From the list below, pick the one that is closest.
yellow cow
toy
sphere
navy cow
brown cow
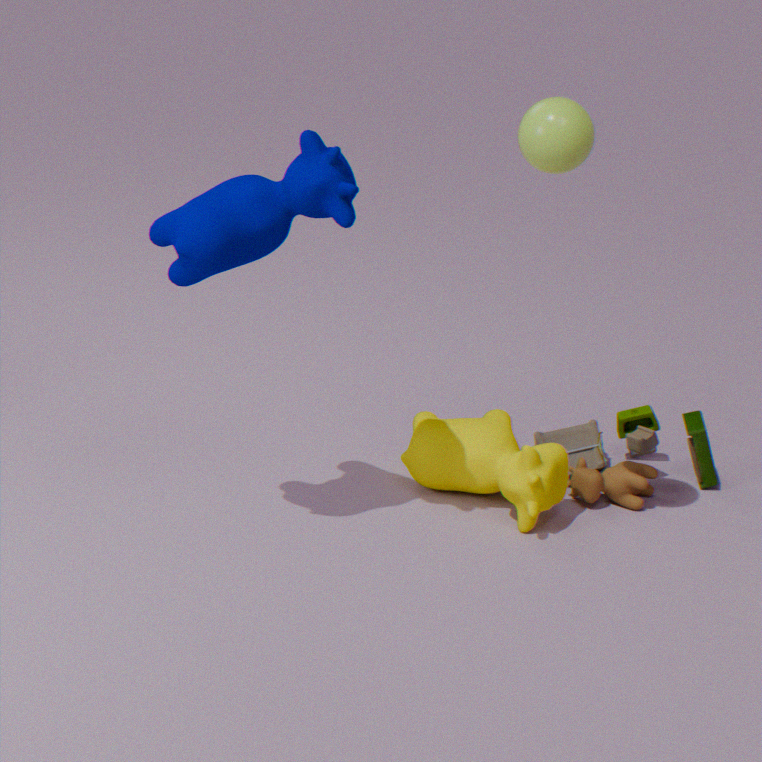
sphere
